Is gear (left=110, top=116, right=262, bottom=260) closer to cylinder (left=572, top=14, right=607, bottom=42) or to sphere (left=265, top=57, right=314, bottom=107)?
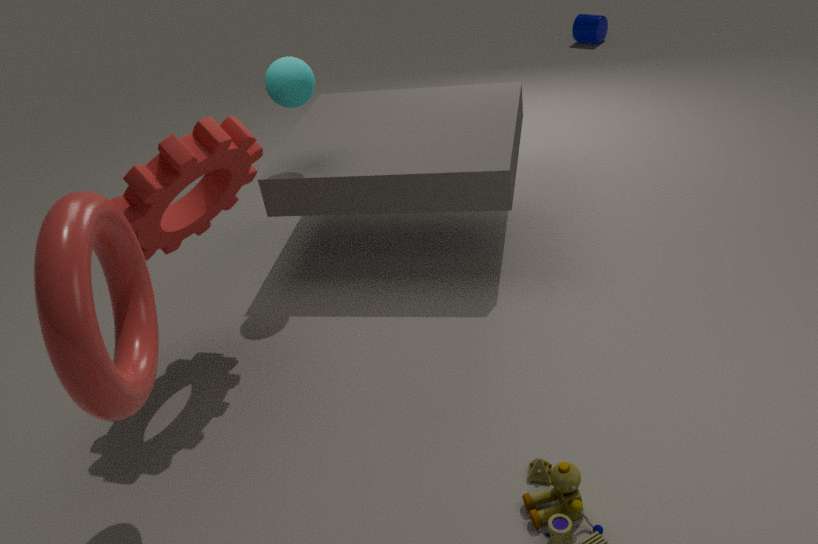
sphere (left=265, top=57, right=314, bottom=107)
